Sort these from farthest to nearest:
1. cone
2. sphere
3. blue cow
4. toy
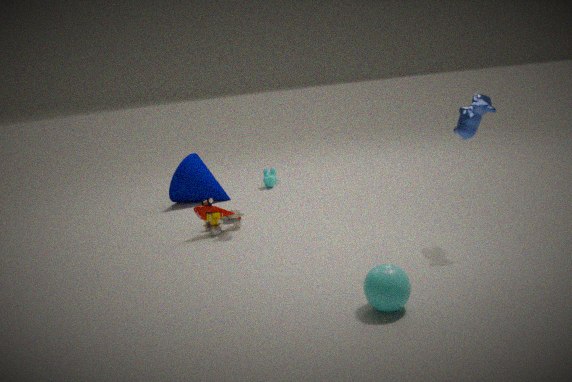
cone → toy → blue cow → sphere
